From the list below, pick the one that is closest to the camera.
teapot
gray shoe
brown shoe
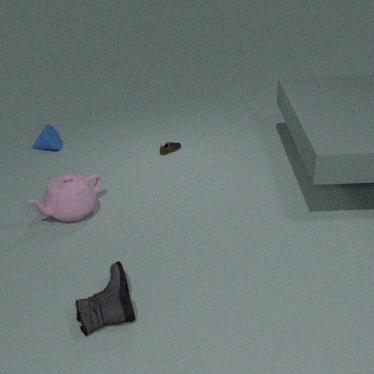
gray shoe
